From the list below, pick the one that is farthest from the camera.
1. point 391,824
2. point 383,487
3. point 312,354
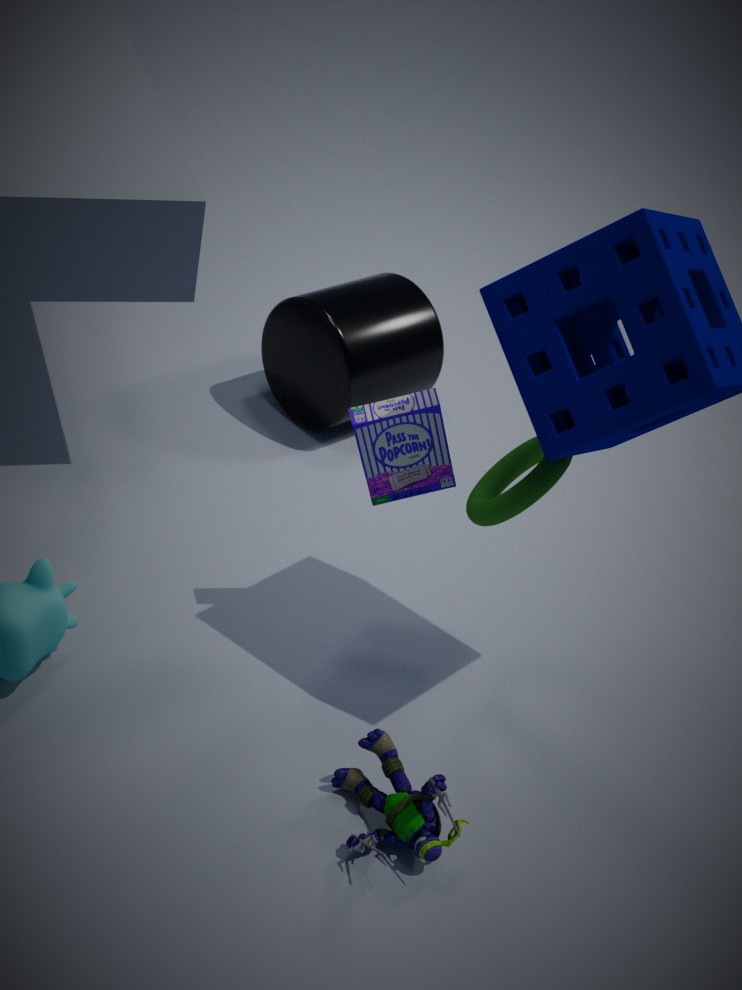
point 312,354
